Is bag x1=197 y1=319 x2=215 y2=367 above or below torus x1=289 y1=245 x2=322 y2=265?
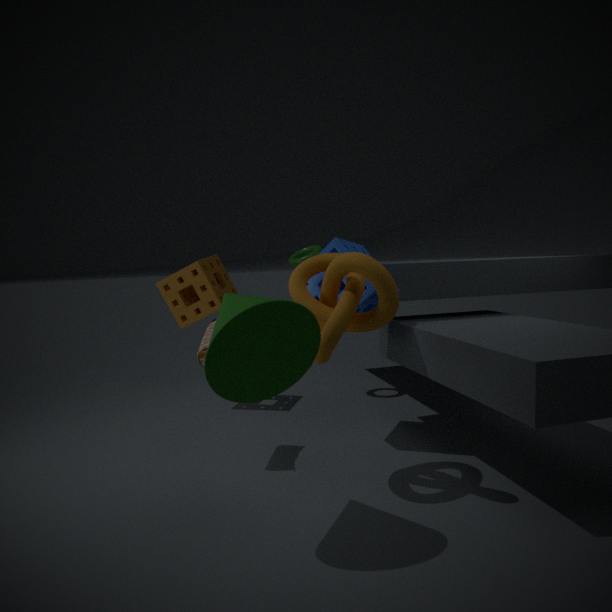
below
